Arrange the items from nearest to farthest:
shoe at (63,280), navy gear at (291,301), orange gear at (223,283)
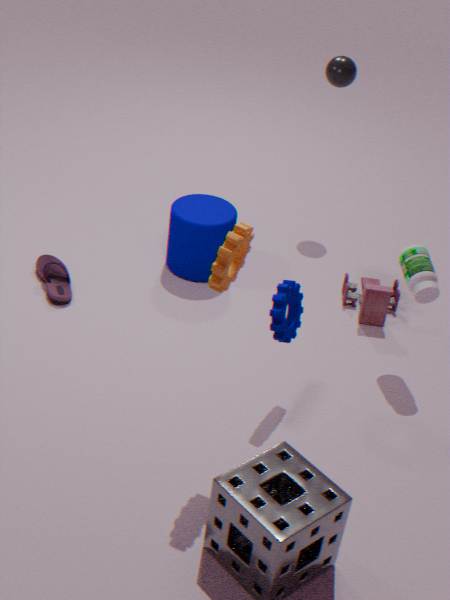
1. orange gear at (223,283)
2. navy gear at (291,301)
3. shoe at (63,280)
